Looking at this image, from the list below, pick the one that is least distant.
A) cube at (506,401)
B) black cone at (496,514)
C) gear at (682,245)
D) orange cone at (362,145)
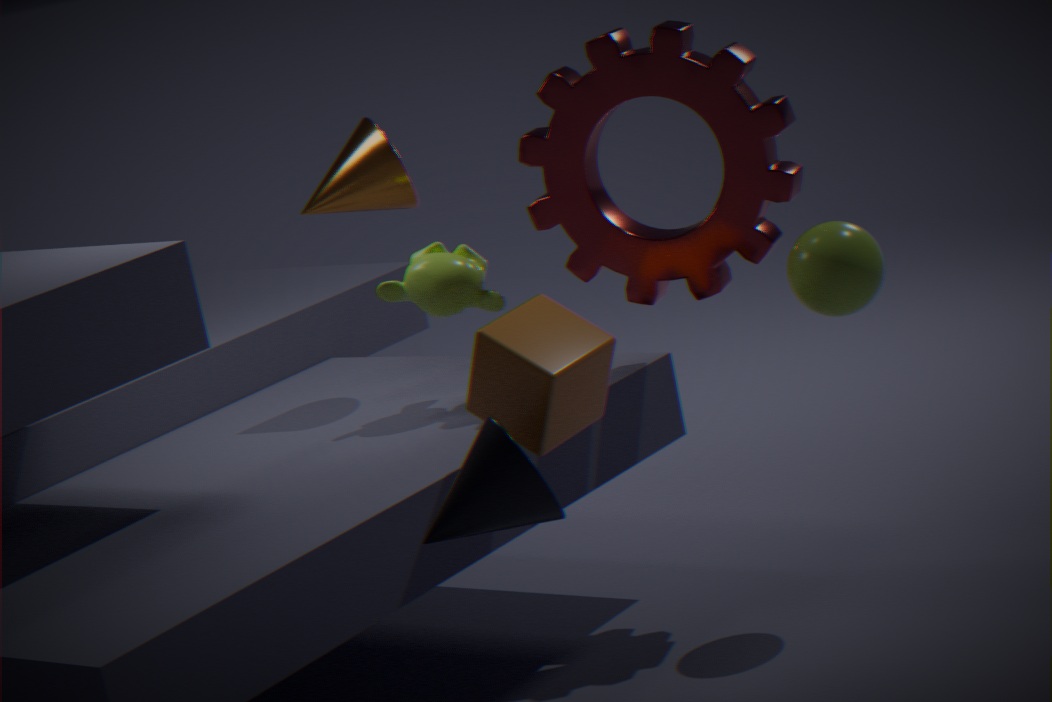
black cone at (496,514)
